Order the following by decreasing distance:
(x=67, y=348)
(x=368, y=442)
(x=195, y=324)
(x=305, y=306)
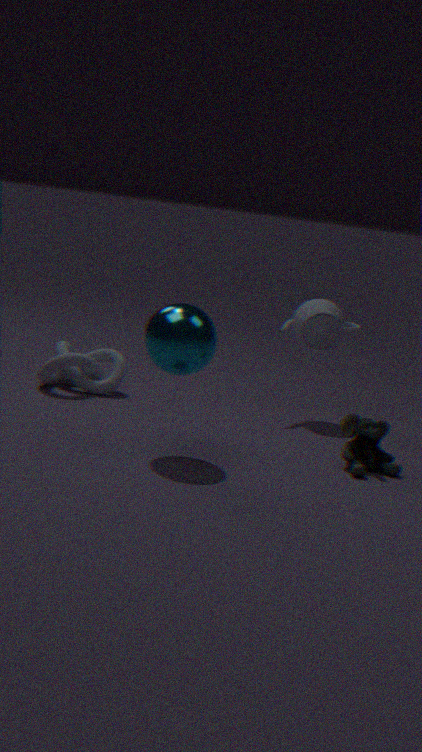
(x=67, y=348)
(x=305, y=306)
(x=368, y=442)
(x=195, y=324)
